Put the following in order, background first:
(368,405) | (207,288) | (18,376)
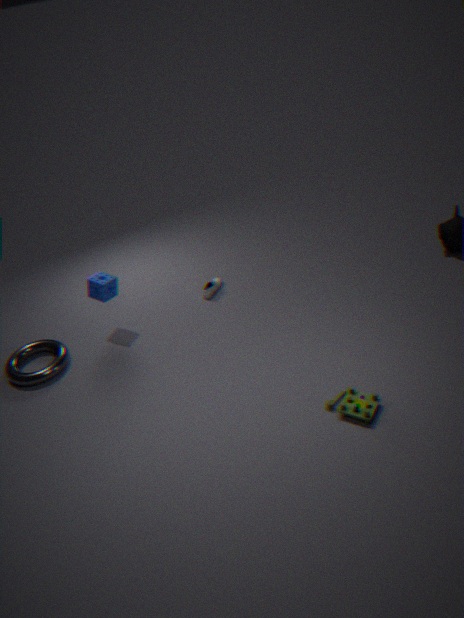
(207,288), (18,376), (368,405)
